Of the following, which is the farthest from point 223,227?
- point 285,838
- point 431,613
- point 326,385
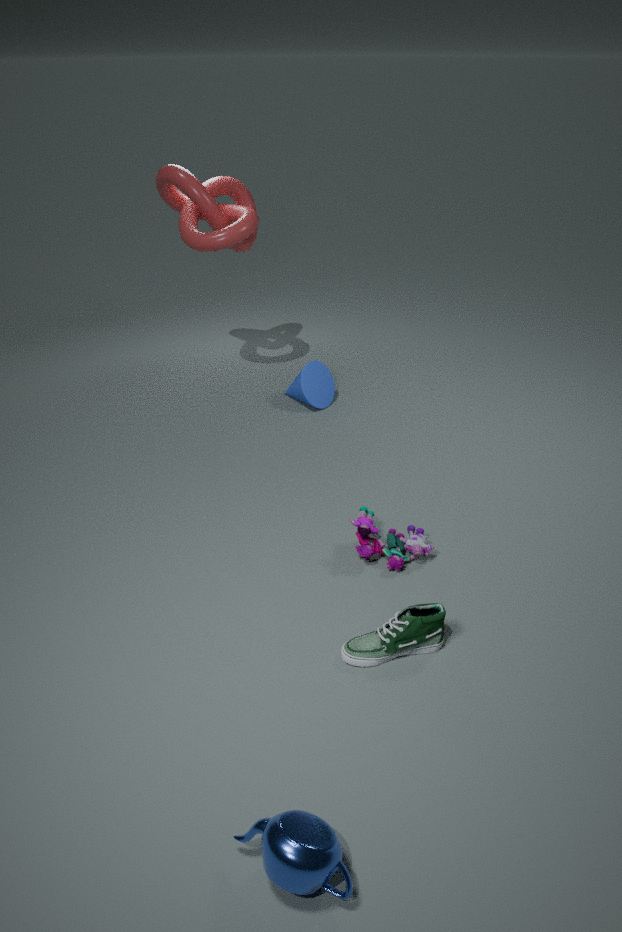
point 285,838
